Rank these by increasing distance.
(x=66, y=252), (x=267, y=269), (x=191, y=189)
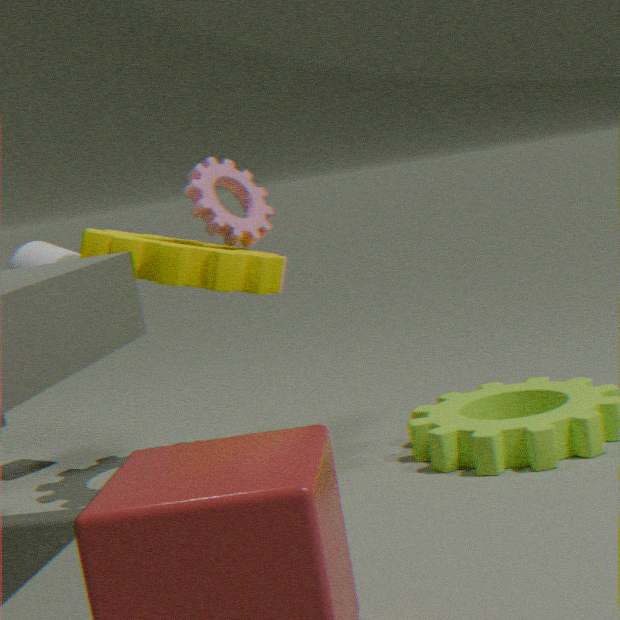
1. (x=267, y=269)
2. (x=191, y=189)
3. (x=66, y=252)
